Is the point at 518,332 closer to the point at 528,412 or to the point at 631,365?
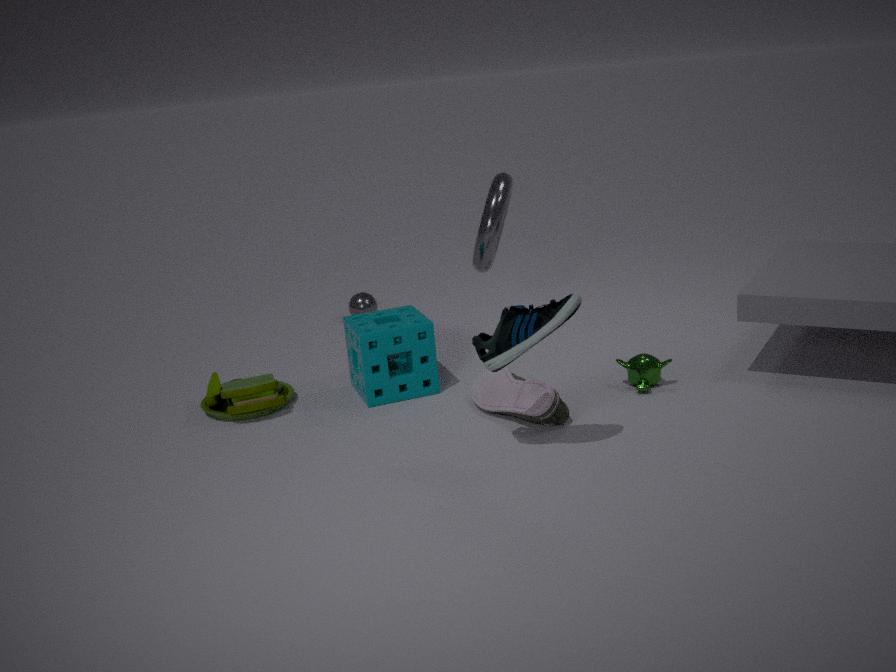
the point at 528,412
